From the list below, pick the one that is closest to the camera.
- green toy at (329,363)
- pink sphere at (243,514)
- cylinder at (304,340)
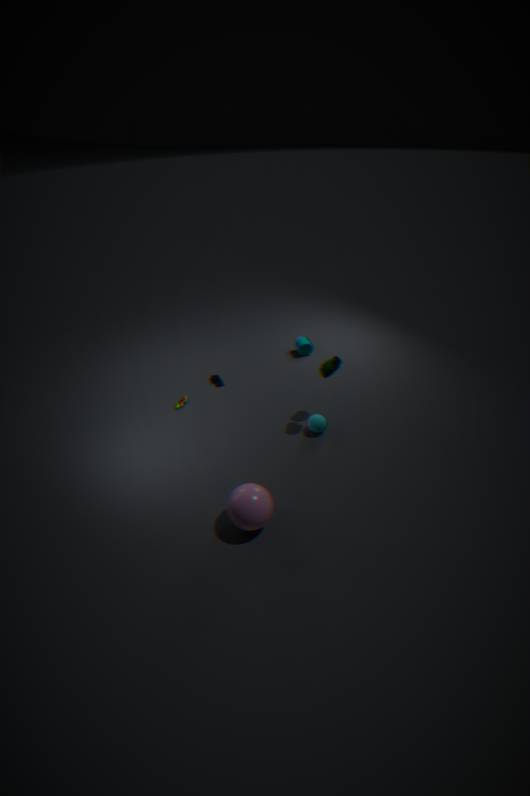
pink sphere at (243,514)
